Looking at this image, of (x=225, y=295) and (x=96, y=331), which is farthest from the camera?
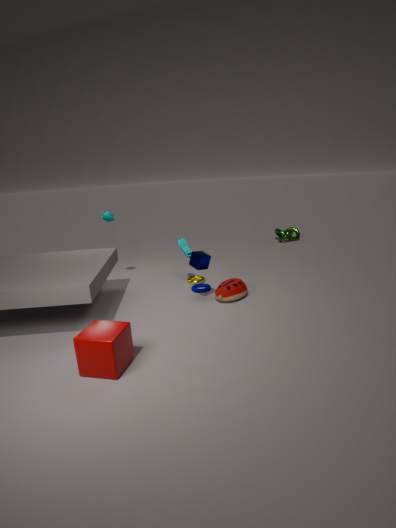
(x=225, y=295)
